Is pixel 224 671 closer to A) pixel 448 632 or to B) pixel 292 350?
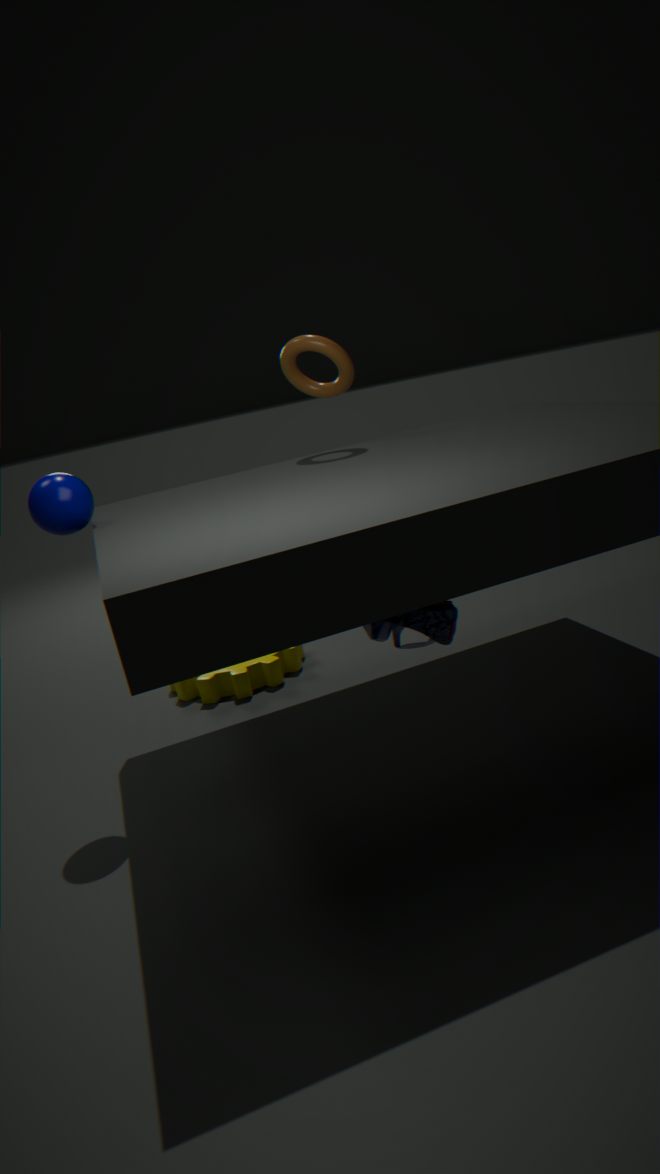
B) pixel 292 350
